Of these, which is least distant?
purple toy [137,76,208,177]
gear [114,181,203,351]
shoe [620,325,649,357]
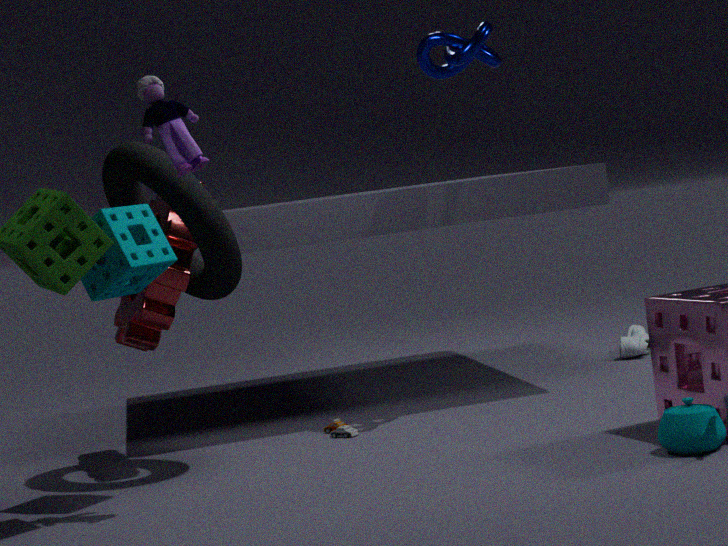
purple toy [137,76,208,177]
